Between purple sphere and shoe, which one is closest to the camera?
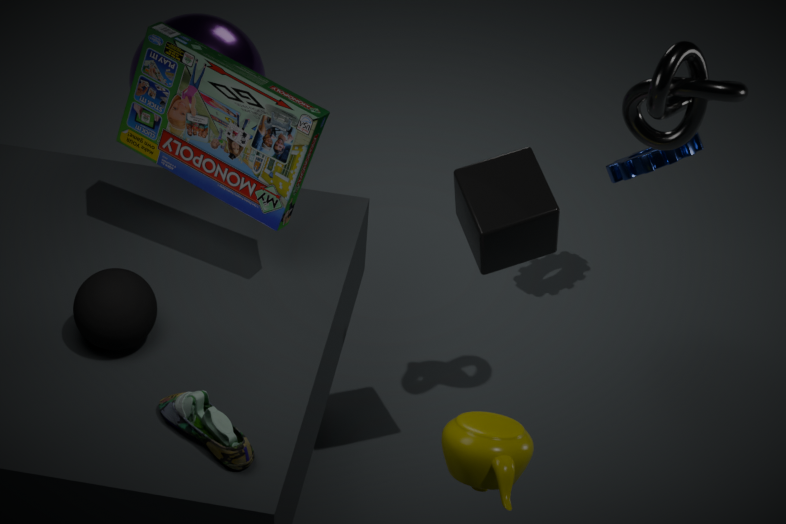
shoe
